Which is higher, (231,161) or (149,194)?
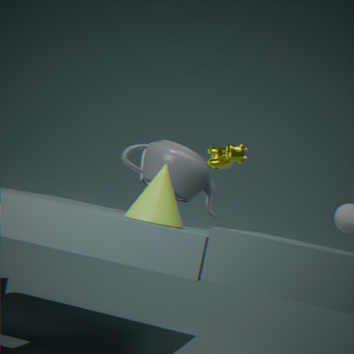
(231,161)
